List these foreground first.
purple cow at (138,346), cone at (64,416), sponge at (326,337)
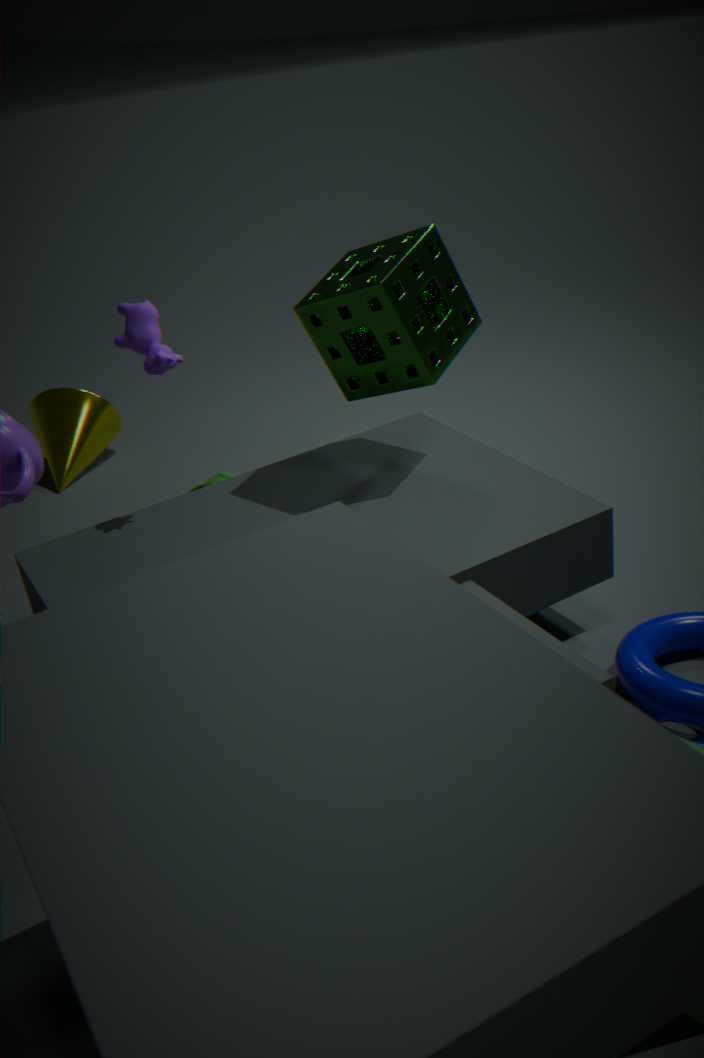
sponge at (326,337) → purple cow at (138,346) → cone at (64,416)
